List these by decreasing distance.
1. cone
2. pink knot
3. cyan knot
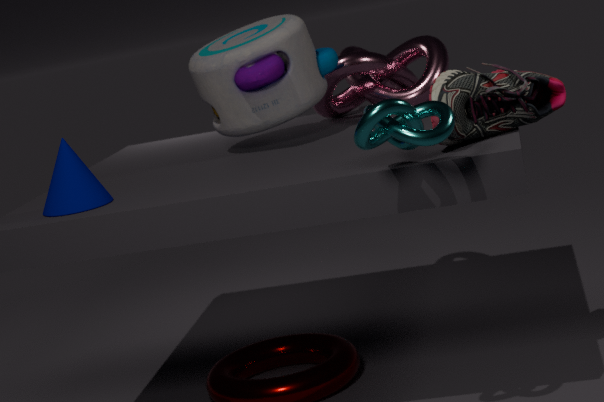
1. pink knot
2. cone
3. cyan knot
